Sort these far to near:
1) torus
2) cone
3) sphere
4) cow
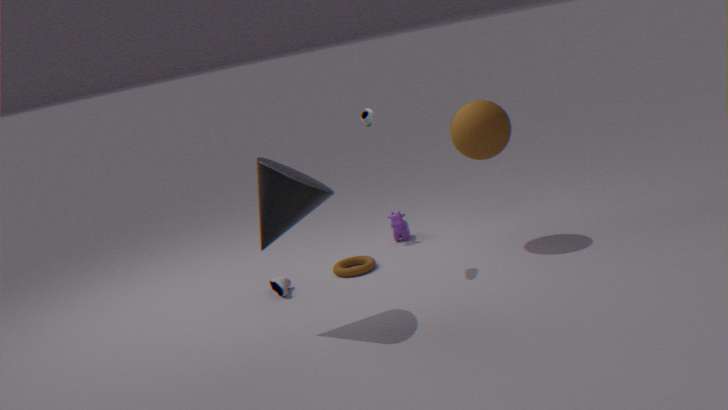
4. cow
1. torus
3. sphere
2. cone
